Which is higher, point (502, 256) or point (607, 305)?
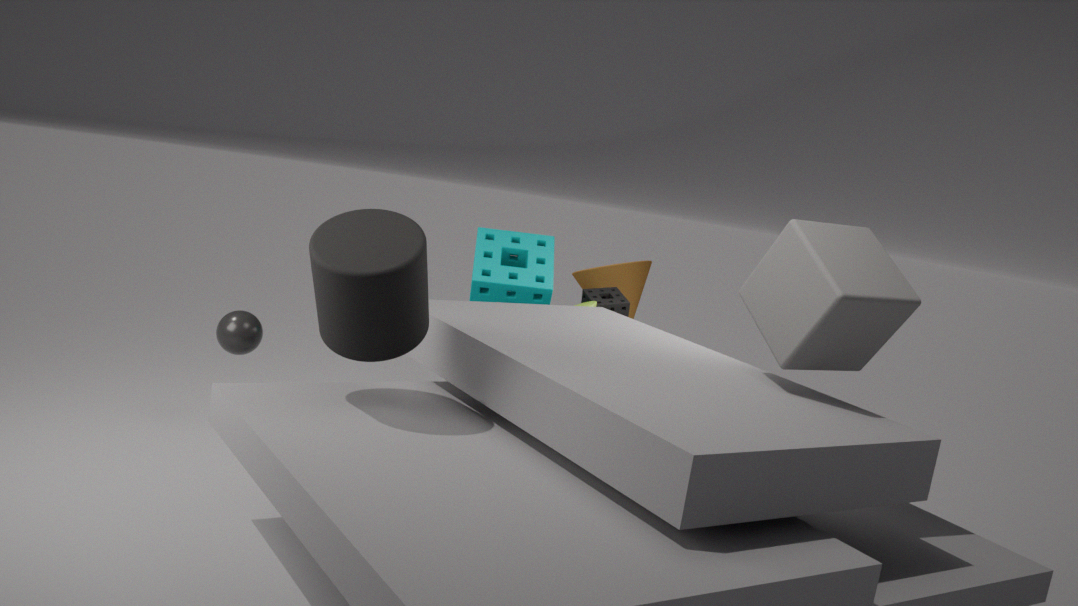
point (502, 256)
